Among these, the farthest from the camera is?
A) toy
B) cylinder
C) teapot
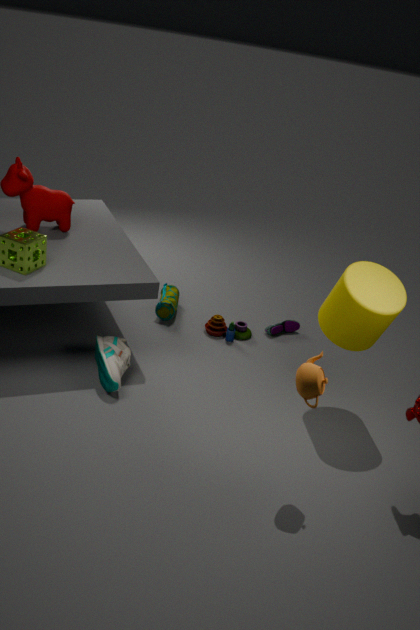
toy
